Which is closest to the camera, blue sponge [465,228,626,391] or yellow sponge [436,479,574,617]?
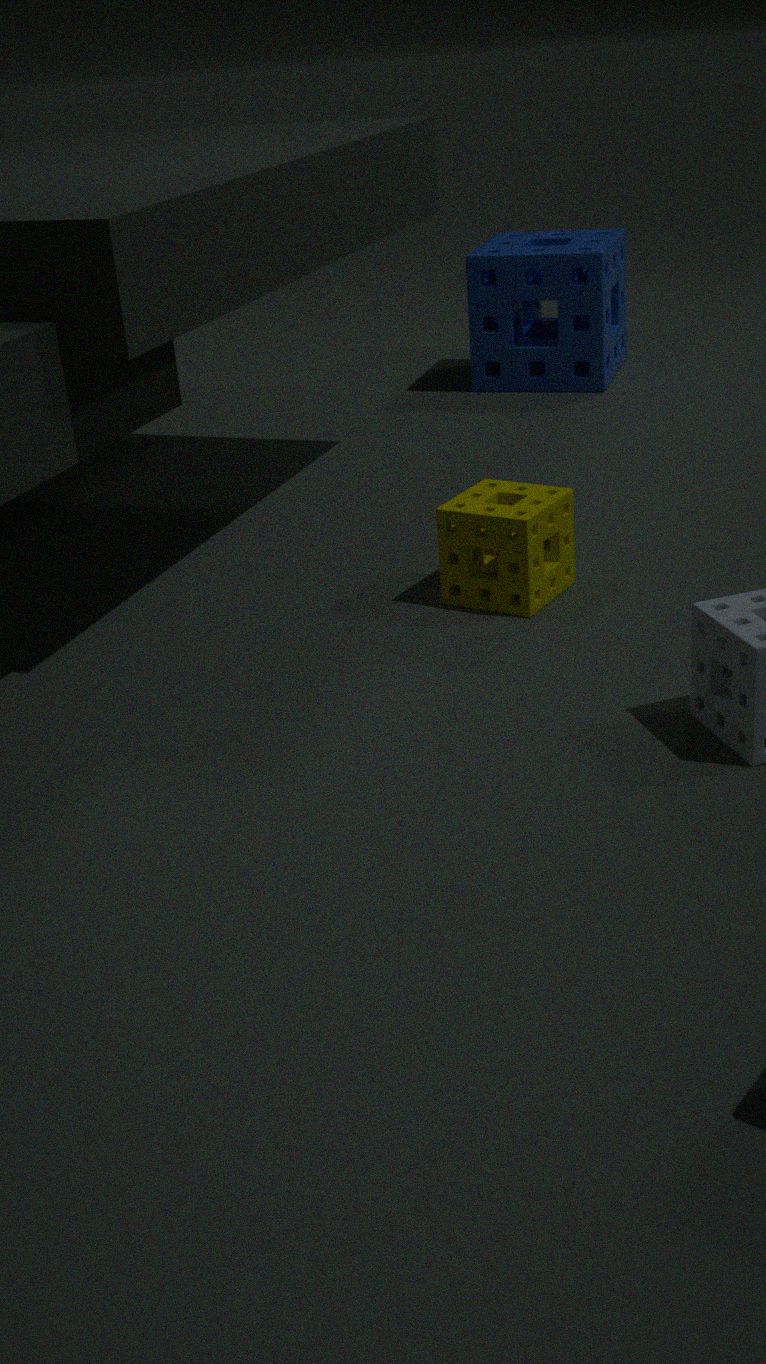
yellow sponge [436,479,574,617]
